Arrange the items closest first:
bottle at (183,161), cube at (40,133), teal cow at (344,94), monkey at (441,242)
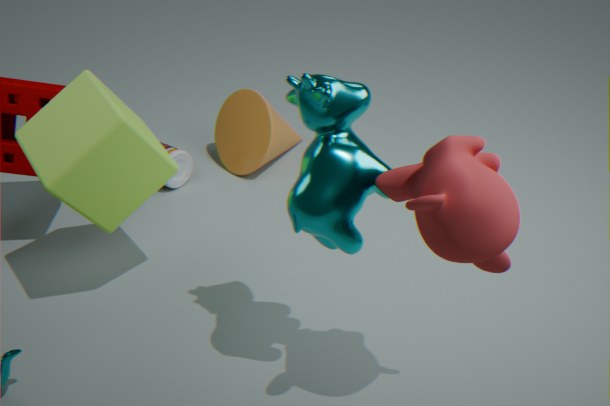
1. monkey at (441,242)
2. teal cow at (344,94)
3. cube at (40,133)
4. bottle at (183,161)
